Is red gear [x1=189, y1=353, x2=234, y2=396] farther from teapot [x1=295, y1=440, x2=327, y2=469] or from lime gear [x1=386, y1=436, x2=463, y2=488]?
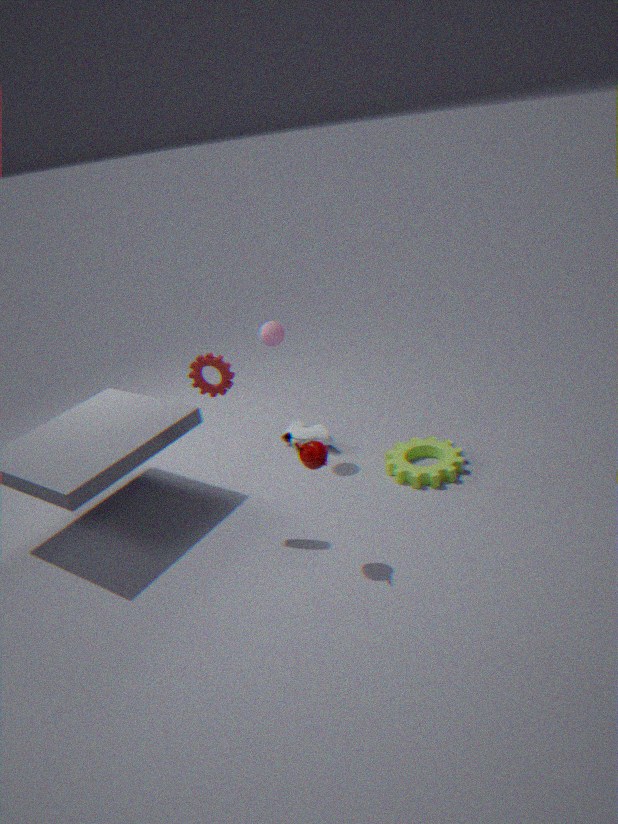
lime gear [x1=386, y1=436, x2=463, y2=488]
